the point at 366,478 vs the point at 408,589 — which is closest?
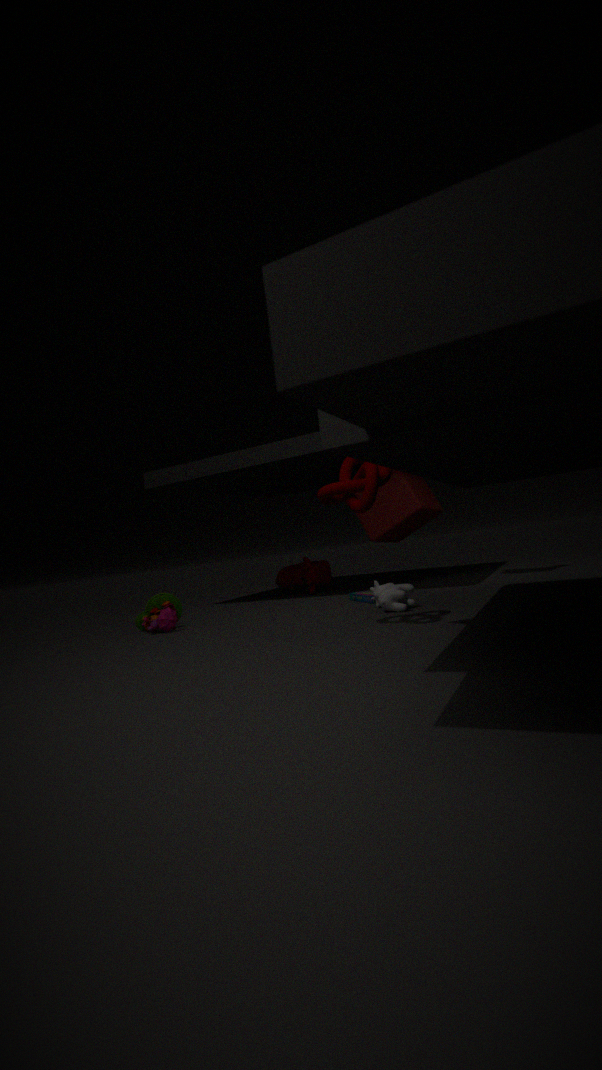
the point at 366,478
